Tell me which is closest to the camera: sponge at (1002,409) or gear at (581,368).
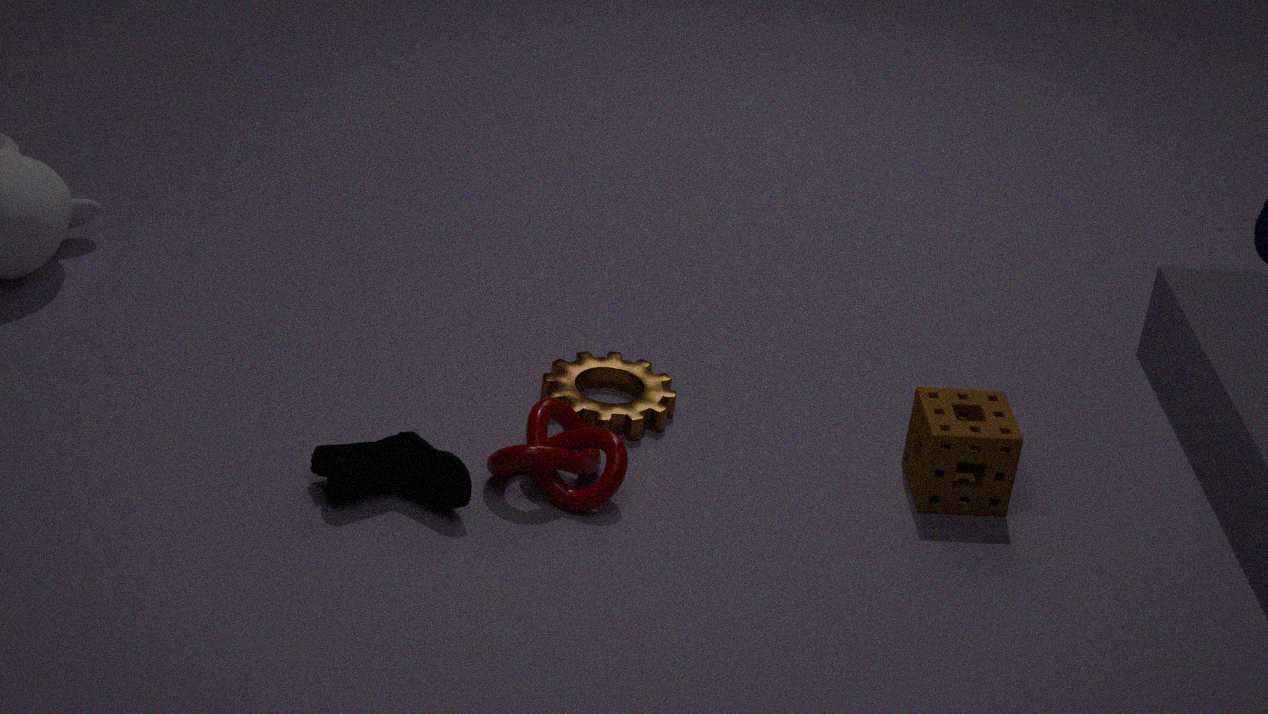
sponge at (1002,409)
